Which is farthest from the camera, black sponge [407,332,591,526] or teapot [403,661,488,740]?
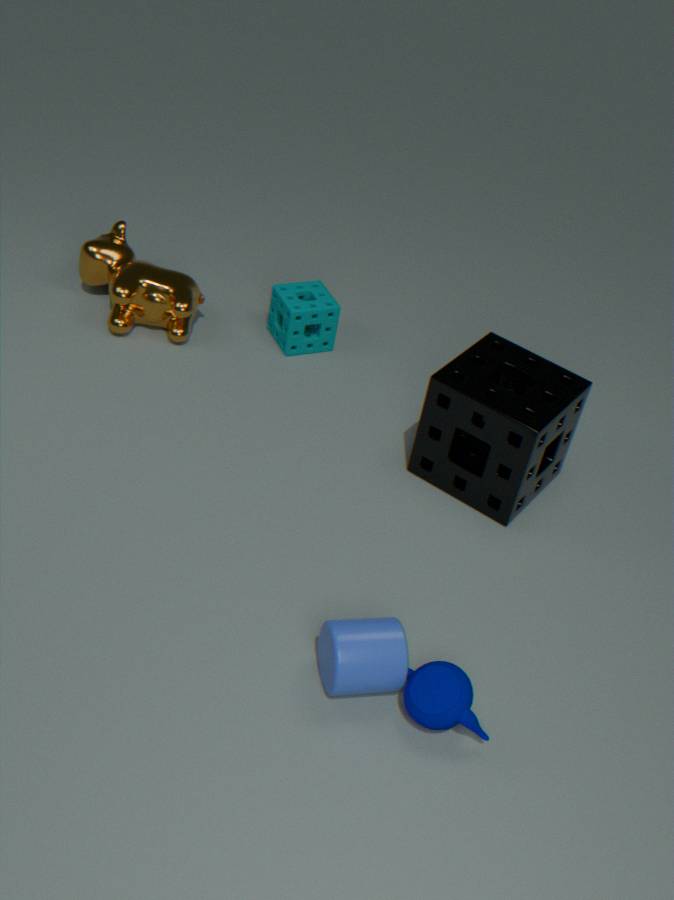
black sponge [407,332,591,526]
